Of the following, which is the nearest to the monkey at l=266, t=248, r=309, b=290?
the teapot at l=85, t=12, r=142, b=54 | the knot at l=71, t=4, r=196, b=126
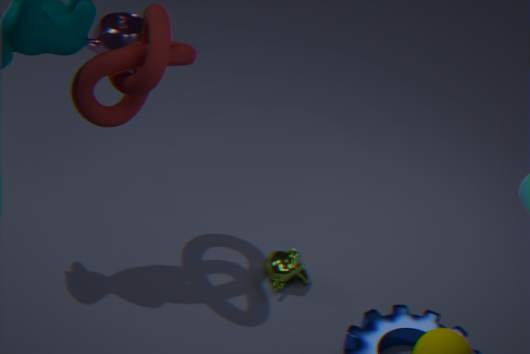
the knot at l=71, t=4, r=196, b=126
